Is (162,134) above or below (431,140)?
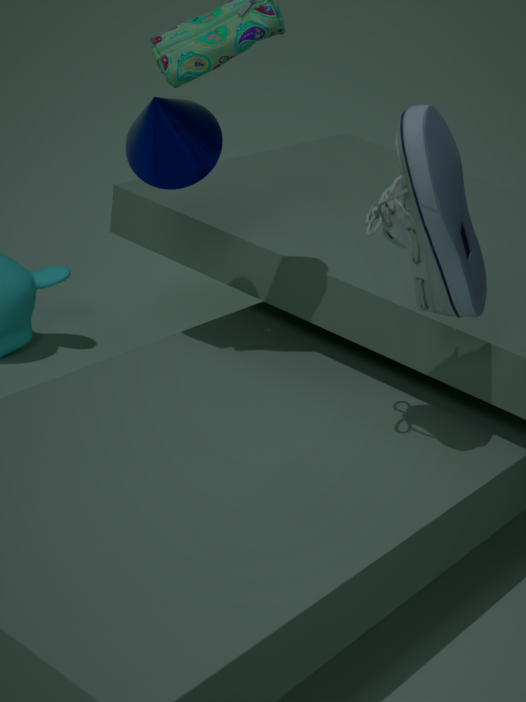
below
